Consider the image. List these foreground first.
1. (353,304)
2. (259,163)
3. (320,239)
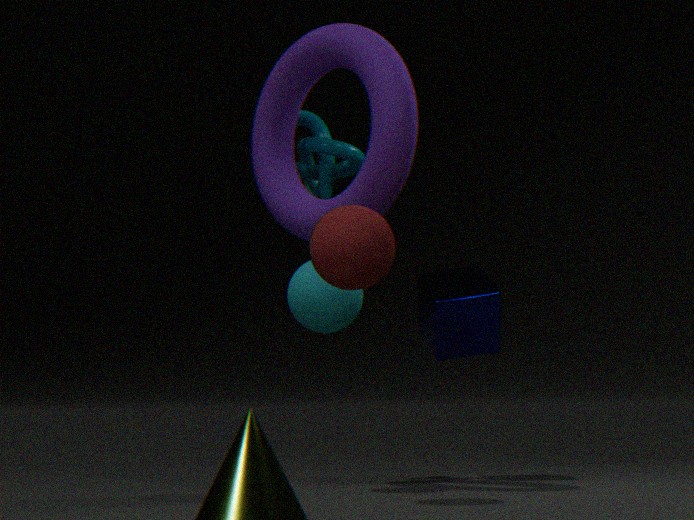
(320,239) → (353,304) → (259,163)
